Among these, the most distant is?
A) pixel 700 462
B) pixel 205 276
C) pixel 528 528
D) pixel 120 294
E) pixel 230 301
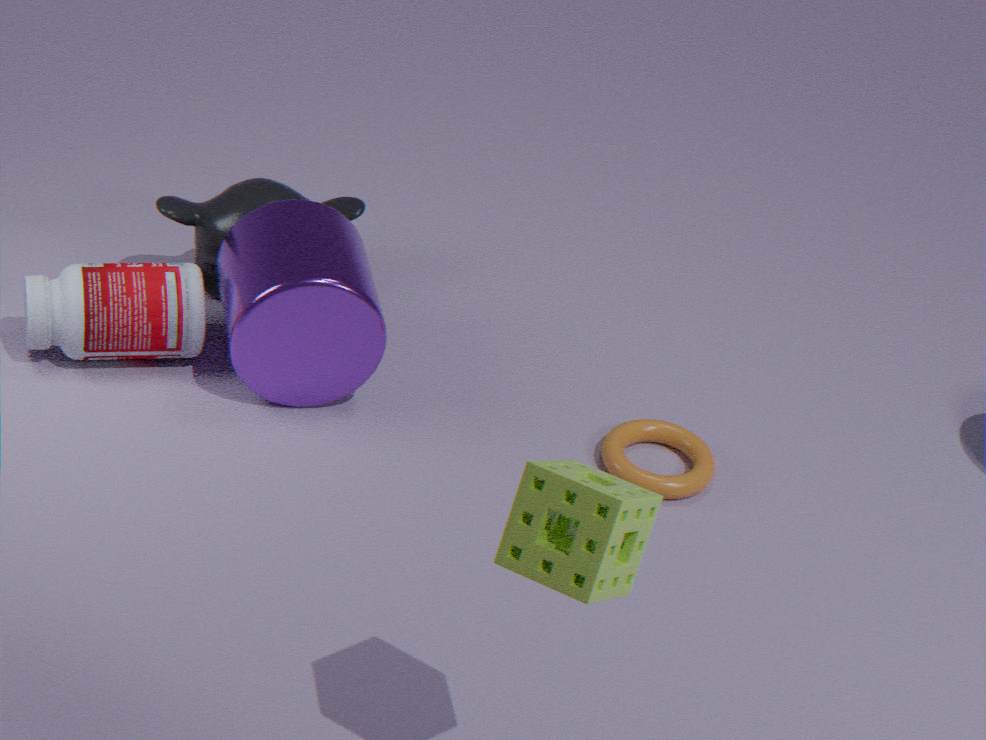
pixel 205 276
